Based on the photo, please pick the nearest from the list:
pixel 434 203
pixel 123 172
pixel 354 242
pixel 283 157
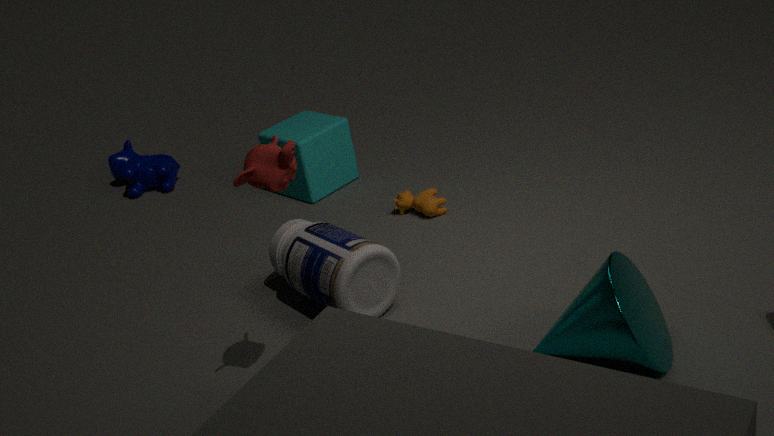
pixel 283 157
